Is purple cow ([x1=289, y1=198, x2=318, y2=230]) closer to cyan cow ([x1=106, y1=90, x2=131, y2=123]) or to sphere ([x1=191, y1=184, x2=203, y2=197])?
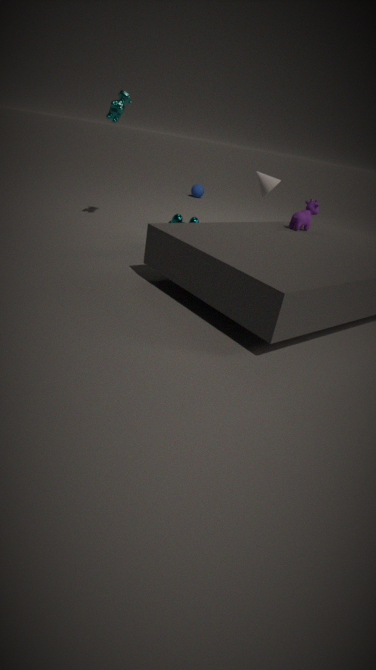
cyan cow ([x1=106, y1=90, x2=131, y2=123])
